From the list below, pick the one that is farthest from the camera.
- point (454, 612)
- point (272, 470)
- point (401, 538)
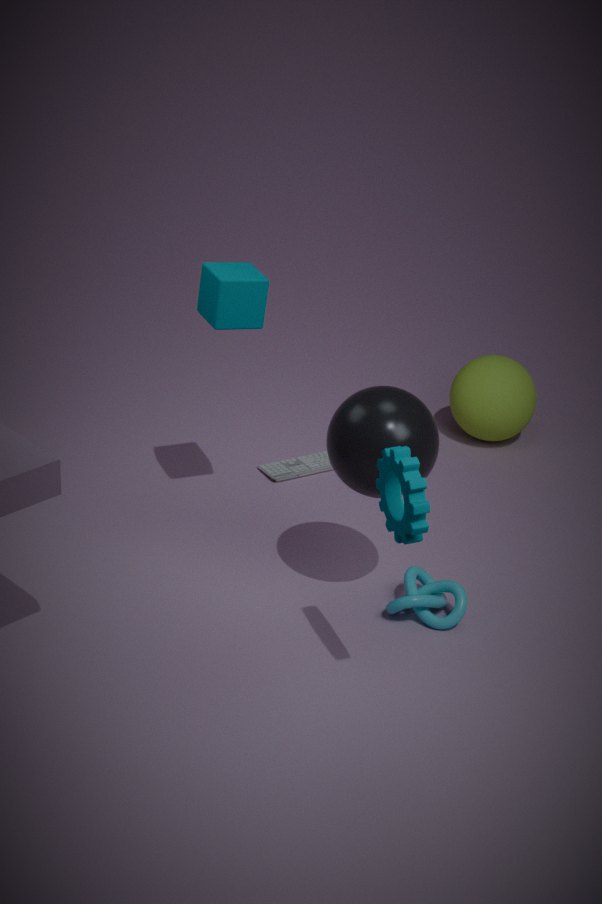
point (272, 470)
